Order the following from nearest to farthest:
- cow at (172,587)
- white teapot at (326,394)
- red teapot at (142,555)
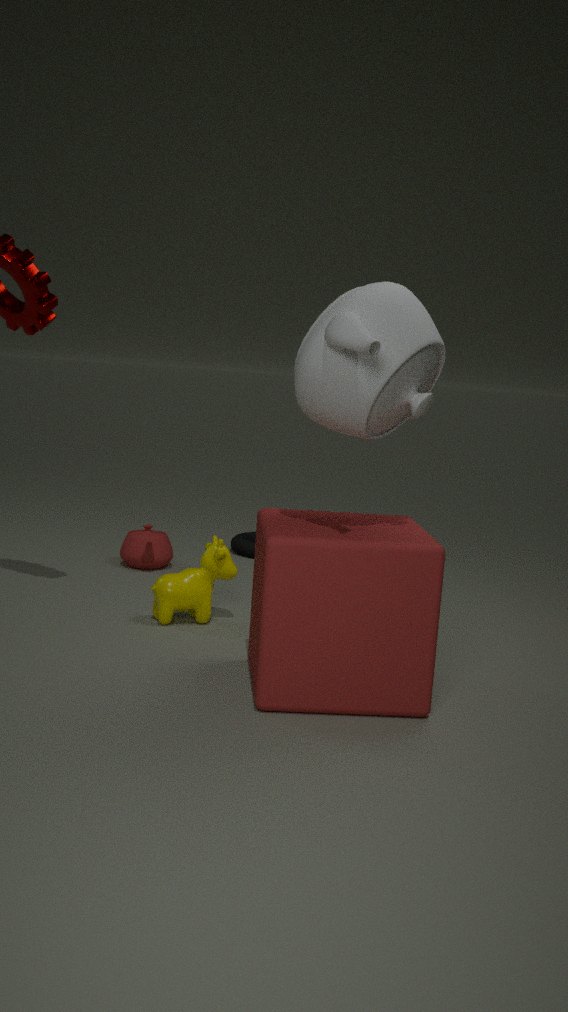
1. white teapot at (326,394)
2. cow at (172,587)
3. red teapot at (142,555)
